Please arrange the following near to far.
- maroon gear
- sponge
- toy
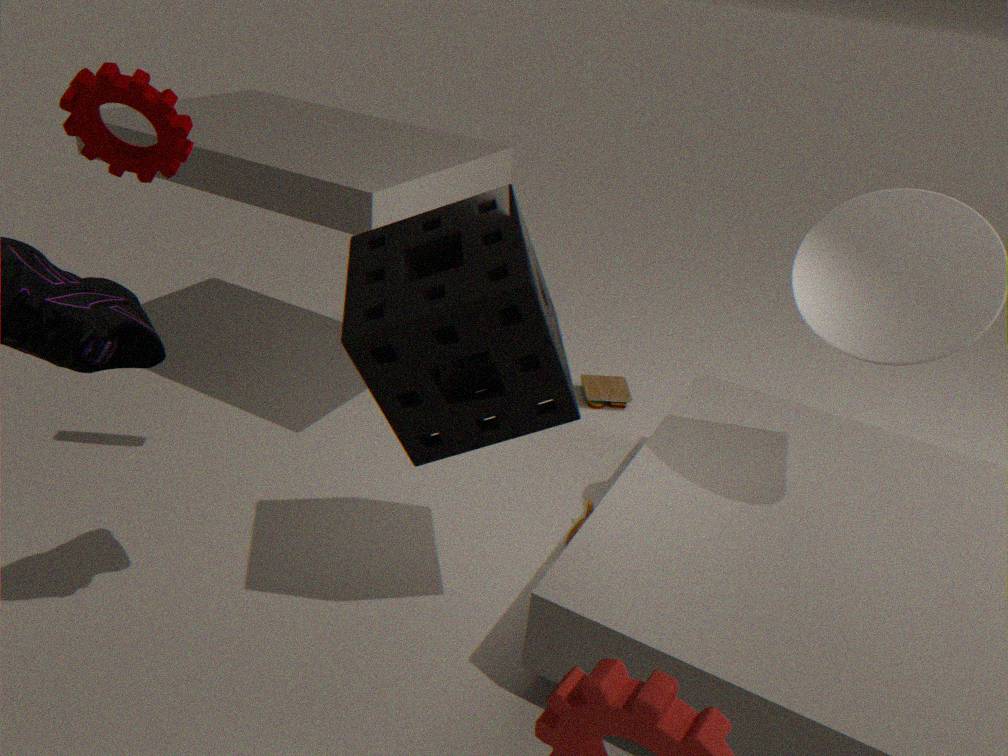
sponge < maroon gear < toy
